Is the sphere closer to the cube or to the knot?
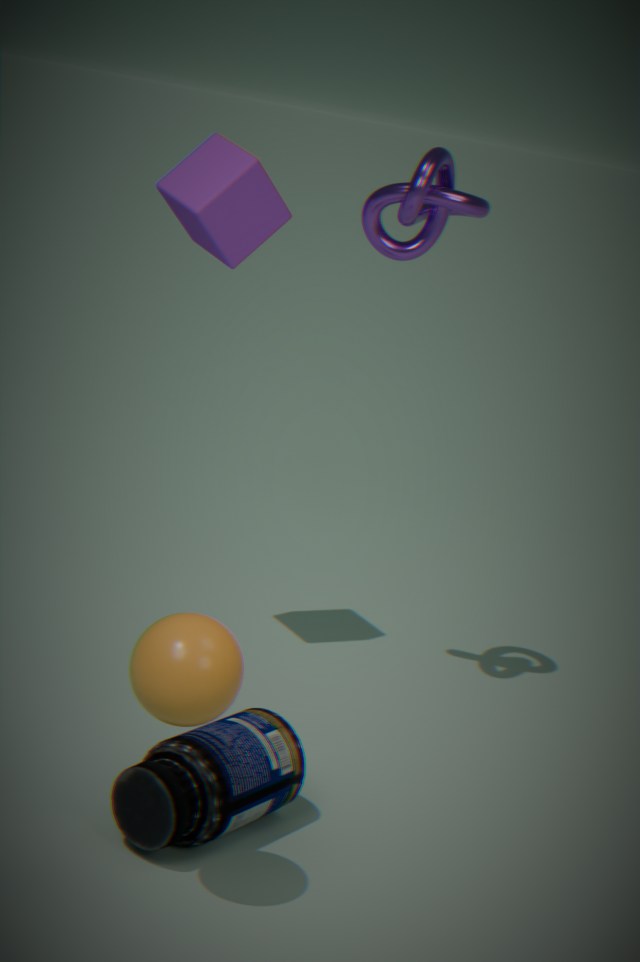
the cube
